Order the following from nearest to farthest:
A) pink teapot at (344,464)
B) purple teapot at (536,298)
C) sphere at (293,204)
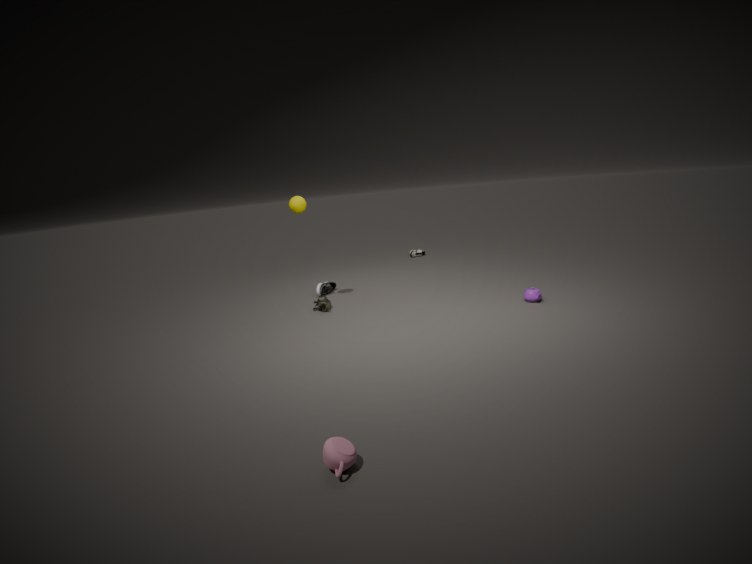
pink teapot at (344,464), purple teapot at (536,298), sphere at (293,204)
